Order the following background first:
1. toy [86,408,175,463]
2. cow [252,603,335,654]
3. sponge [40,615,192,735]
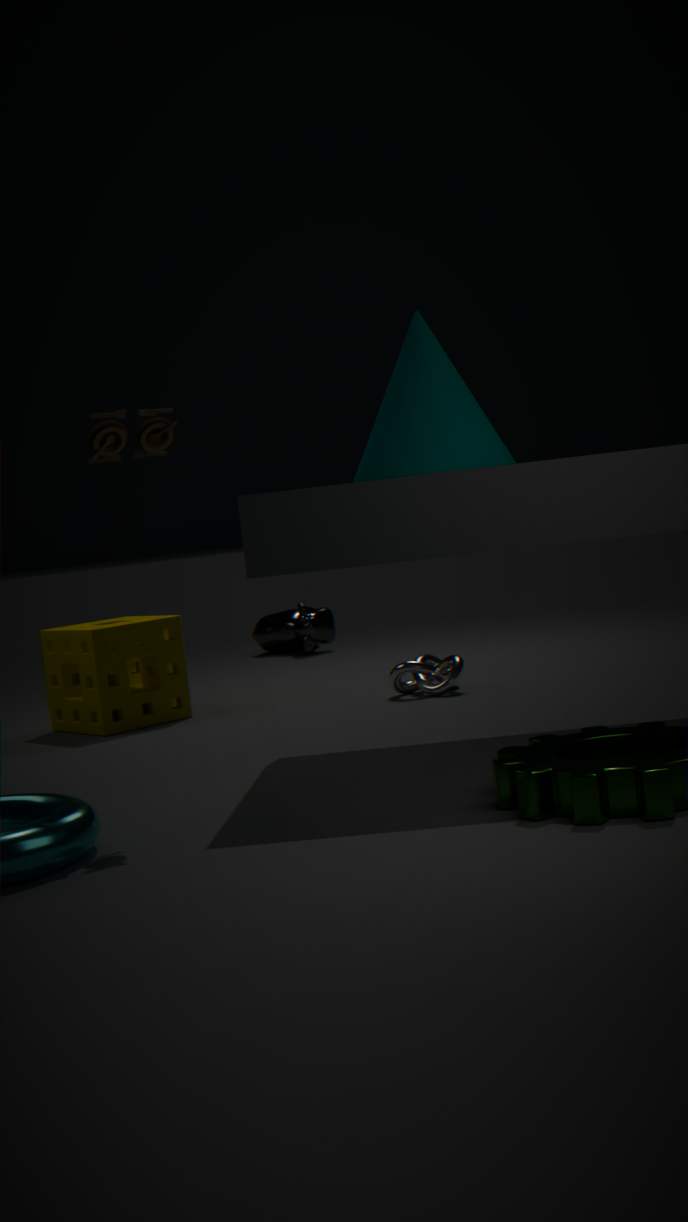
cow [252,603,335,654] < sponge [40,615,192,735] < toy [86,408,175,463]
